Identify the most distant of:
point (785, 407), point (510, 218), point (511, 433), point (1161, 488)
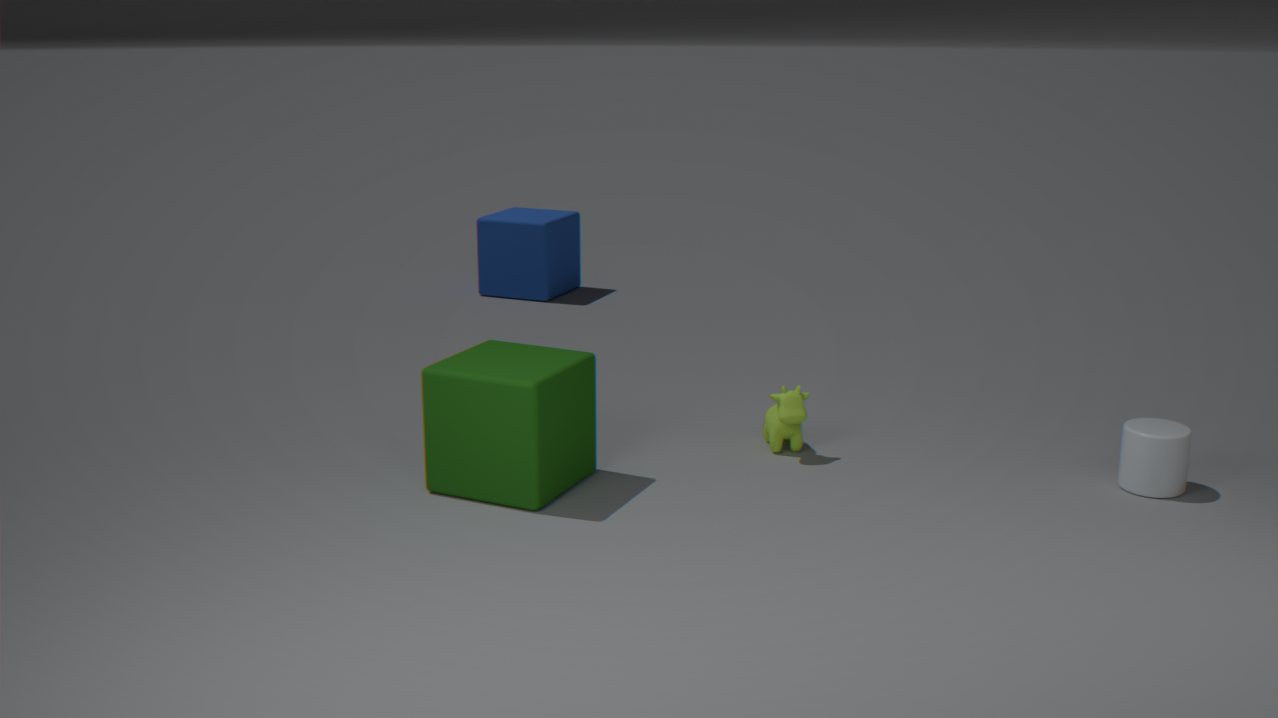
point (510, 218)
